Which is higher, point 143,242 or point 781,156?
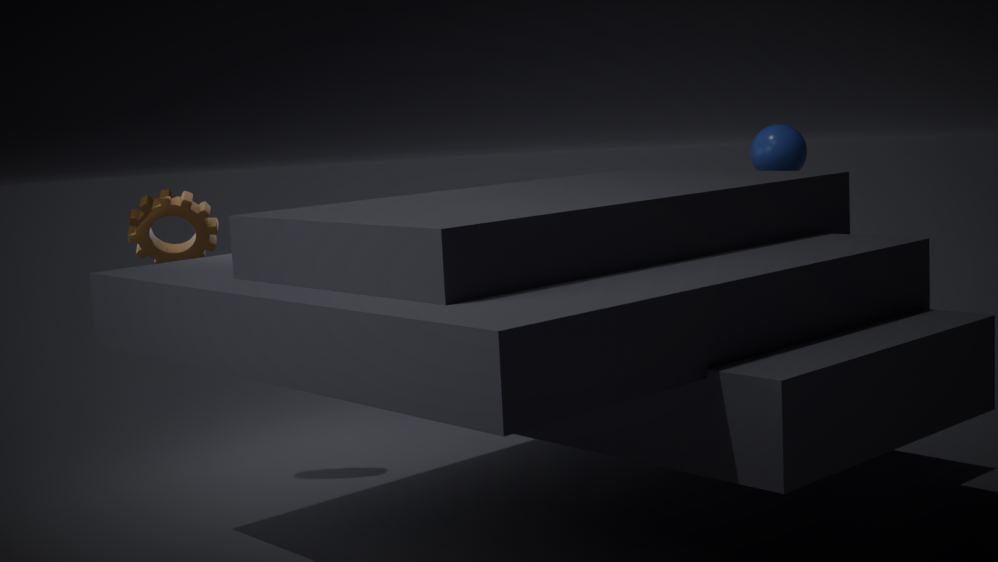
point 781,156
